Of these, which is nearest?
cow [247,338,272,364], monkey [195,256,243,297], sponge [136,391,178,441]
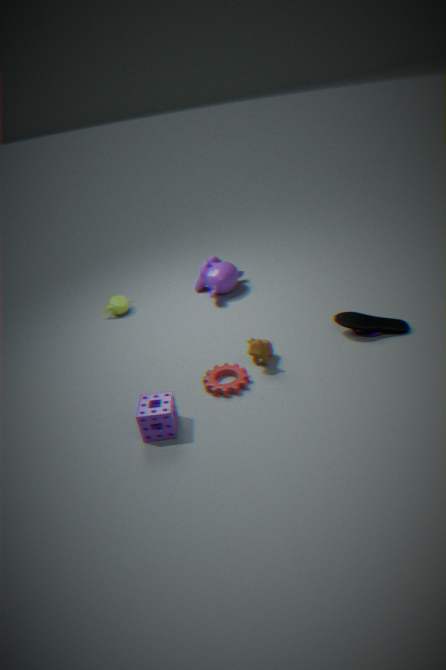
sponge [136,391,178,441]
